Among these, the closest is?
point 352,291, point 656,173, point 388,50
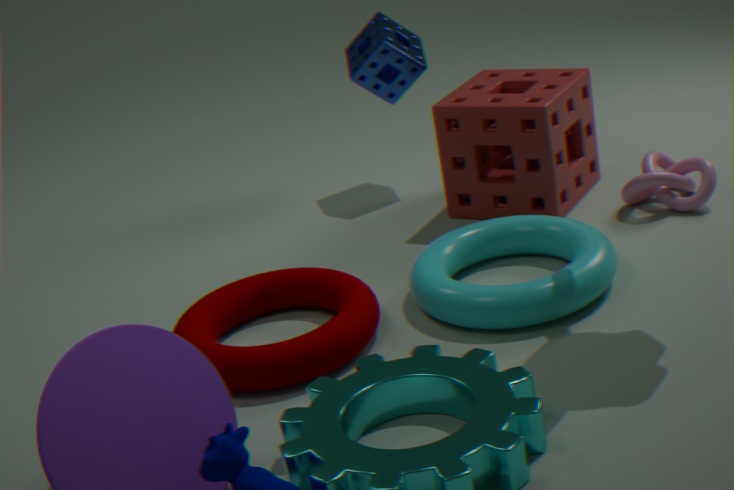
point 352,291
